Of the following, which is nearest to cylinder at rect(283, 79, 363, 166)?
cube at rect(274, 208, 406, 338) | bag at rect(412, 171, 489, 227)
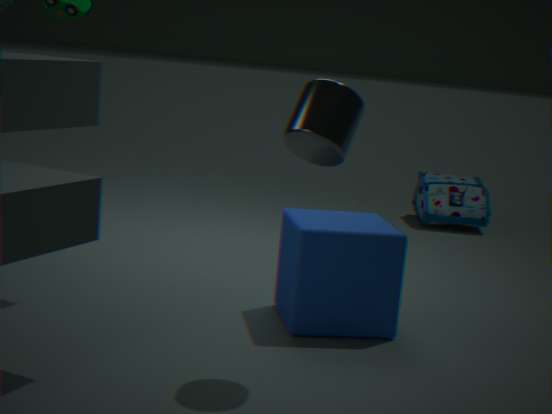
cube at rect(274, 208, 406, 338)
